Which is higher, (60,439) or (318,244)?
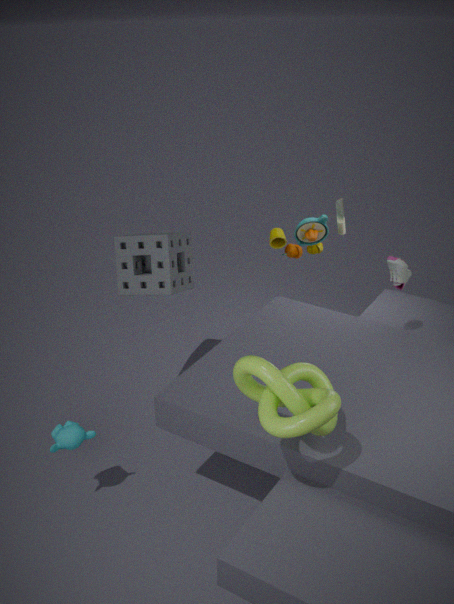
(318,244)
